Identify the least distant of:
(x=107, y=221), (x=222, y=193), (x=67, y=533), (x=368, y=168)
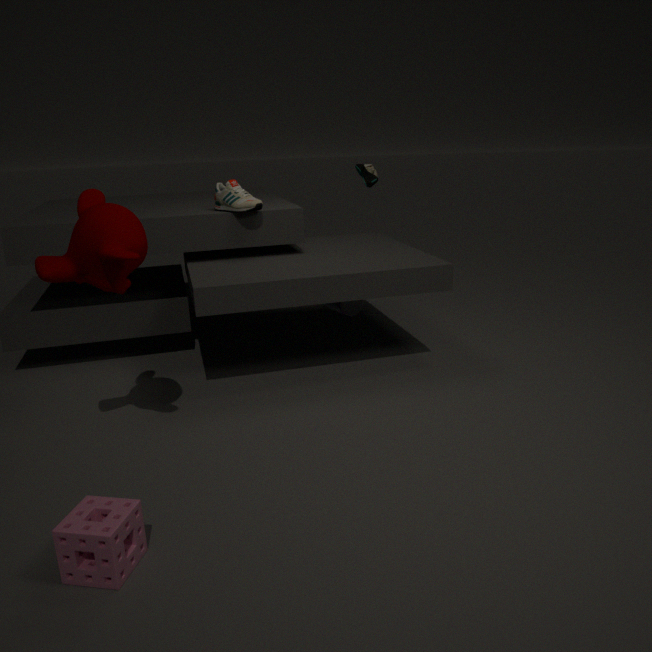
(x=67, y=533)
